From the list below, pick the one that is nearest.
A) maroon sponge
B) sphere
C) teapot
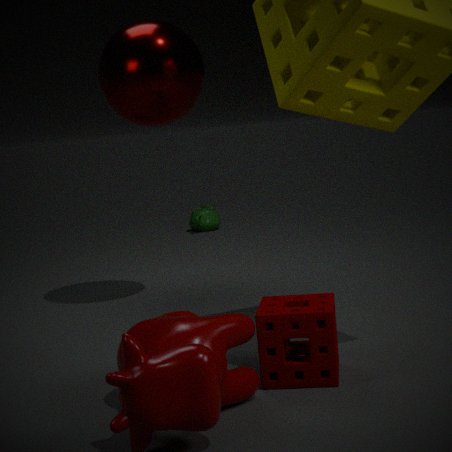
maroon sponge
